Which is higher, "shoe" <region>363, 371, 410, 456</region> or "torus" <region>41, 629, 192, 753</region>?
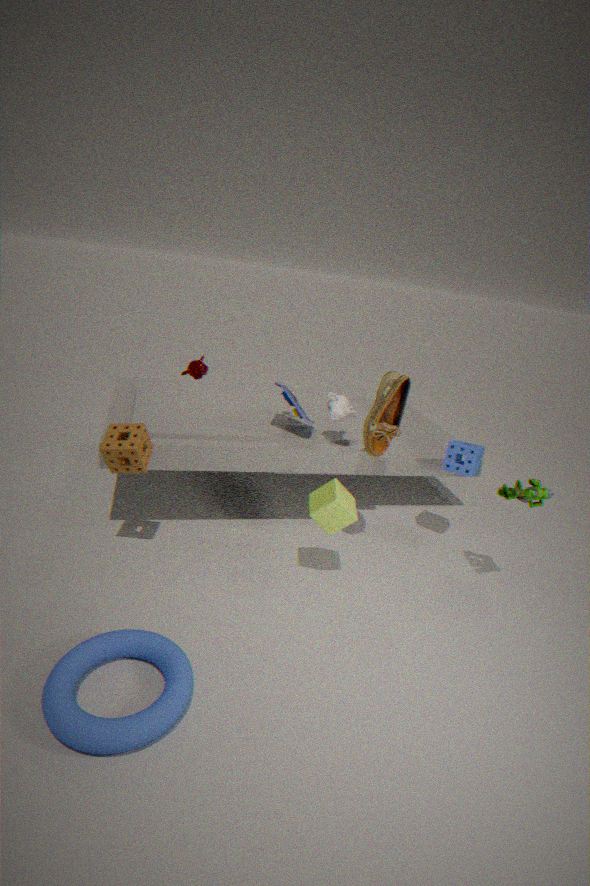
"shoe" <region>363, 371, 410, 456</region>
